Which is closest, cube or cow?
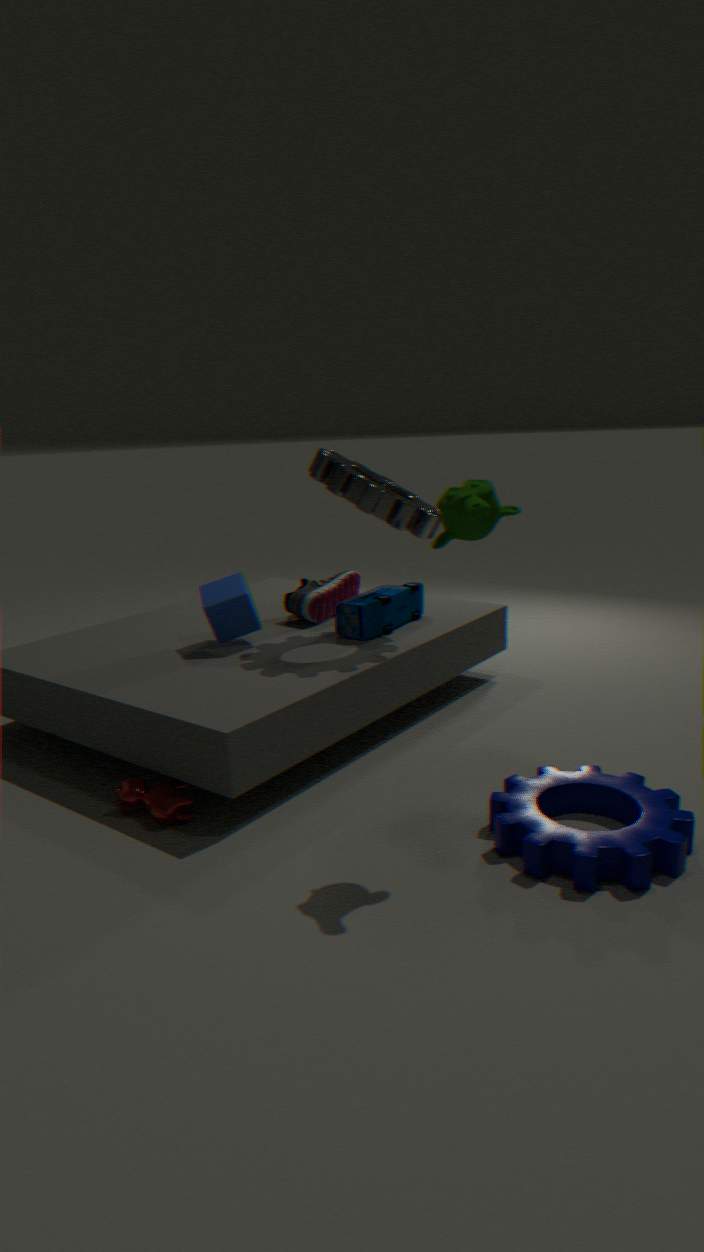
cow
